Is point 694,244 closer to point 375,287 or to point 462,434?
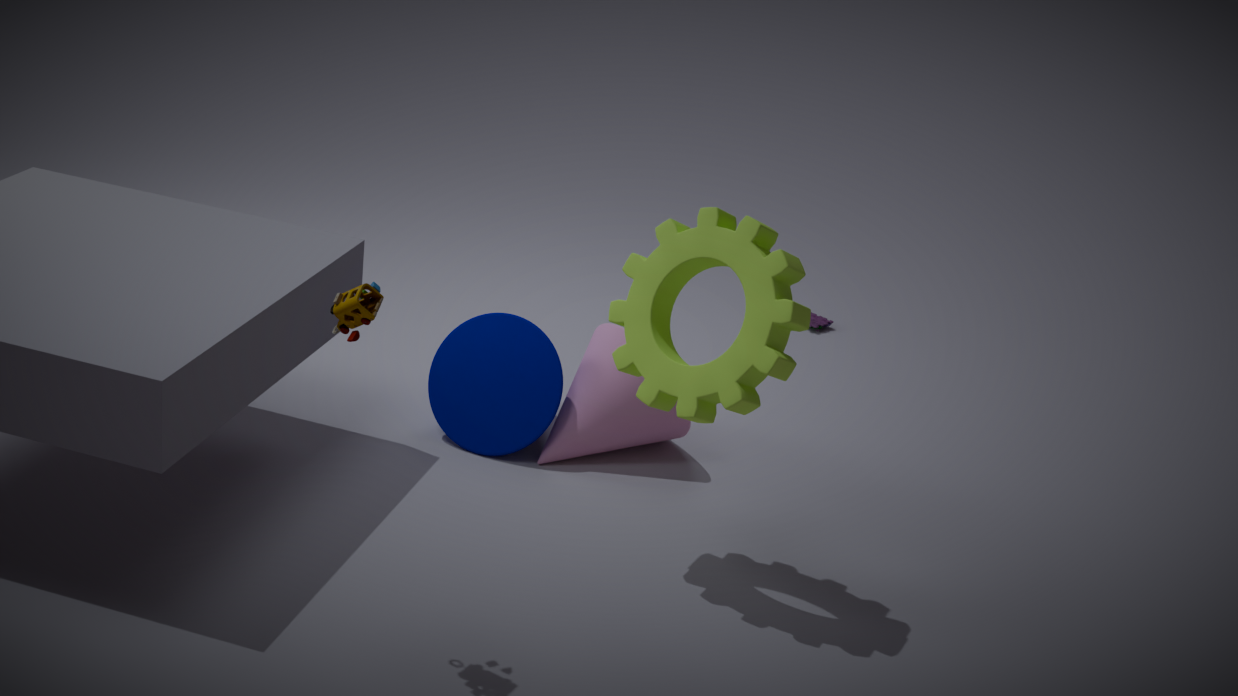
point 375,287
